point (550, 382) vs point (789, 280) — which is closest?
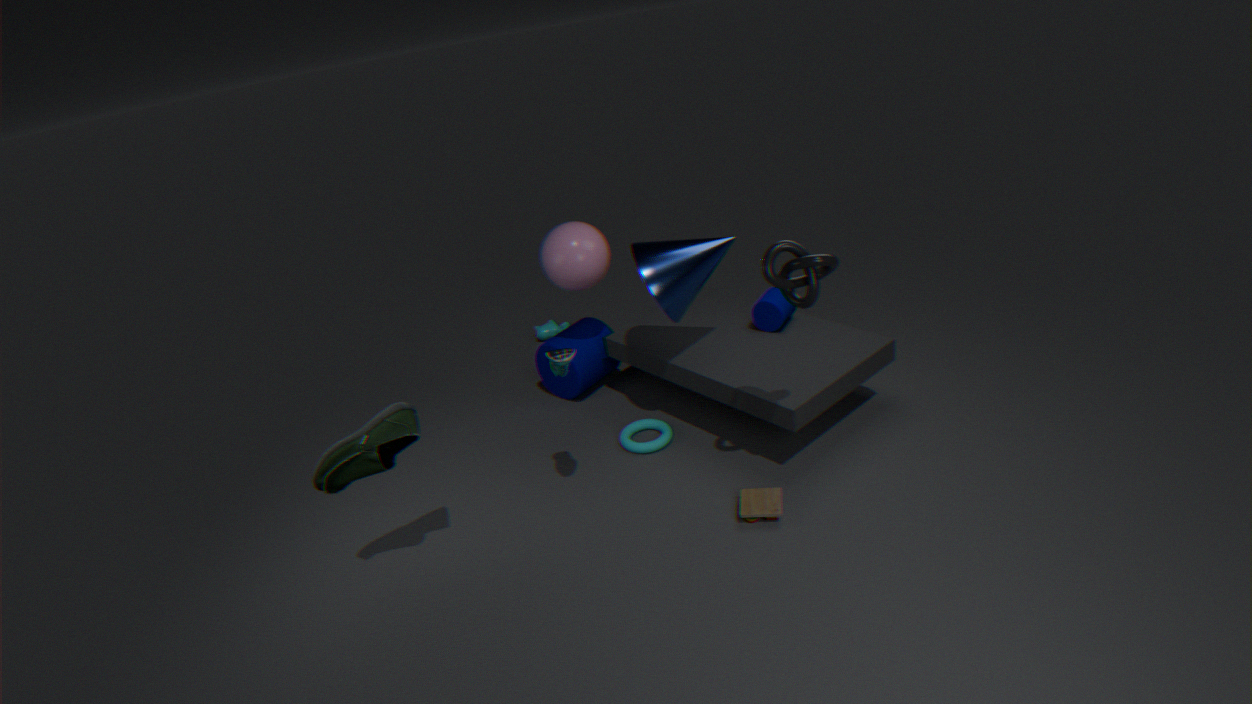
point (789, 280)
